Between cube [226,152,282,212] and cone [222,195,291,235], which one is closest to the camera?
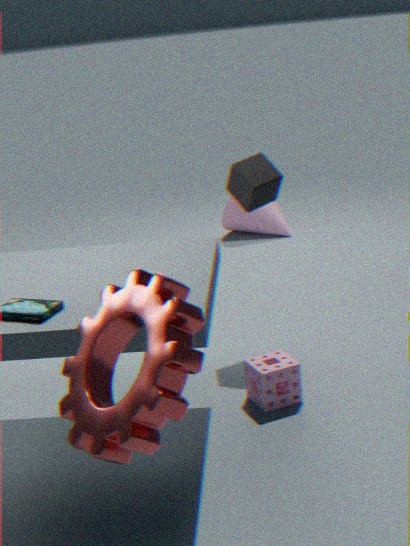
cube [226,152,282,212]
